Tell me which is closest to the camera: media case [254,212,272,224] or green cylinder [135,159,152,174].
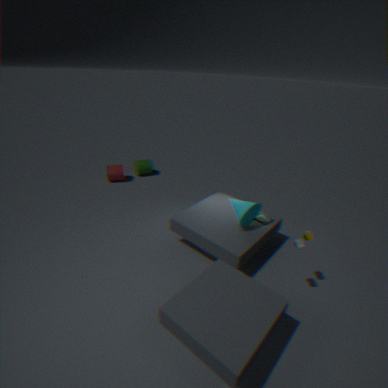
media case [254,212,272,224]
